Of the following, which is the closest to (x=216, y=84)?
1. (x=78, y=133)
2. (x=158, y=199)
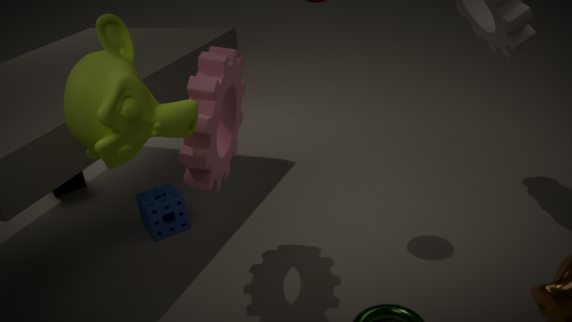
(x=78, y=133)
